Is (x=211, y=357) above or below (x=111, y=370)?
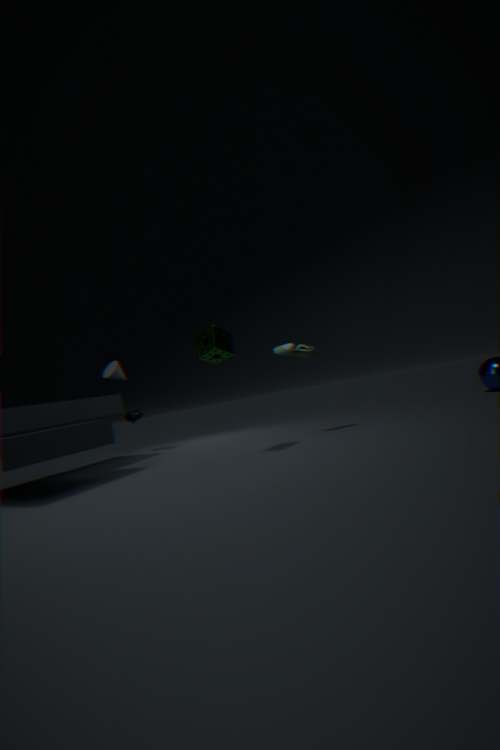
below
